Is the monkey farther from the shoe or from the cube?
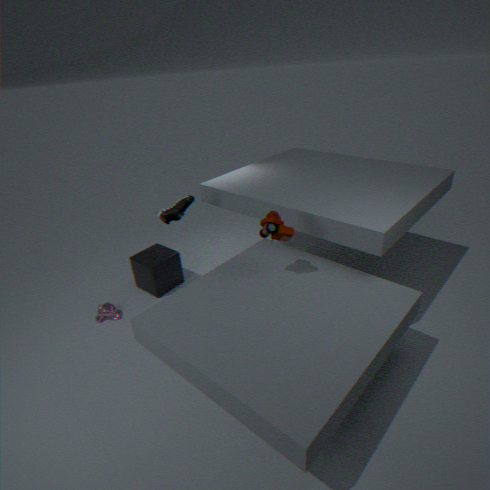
the shoe
